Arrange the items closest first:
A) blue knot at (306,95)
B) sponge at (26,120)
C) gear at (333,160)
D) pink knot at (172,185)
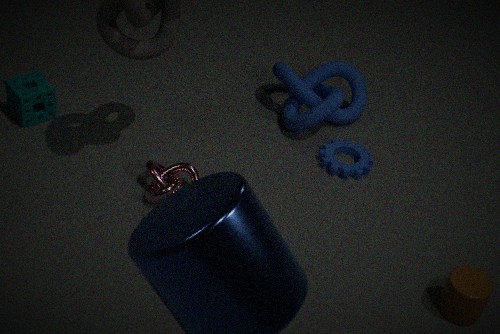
1. pink knot at (172,185)
2. sponge at (26,120)
3. gear at (333,160)
4. blue knot at (306,95)
